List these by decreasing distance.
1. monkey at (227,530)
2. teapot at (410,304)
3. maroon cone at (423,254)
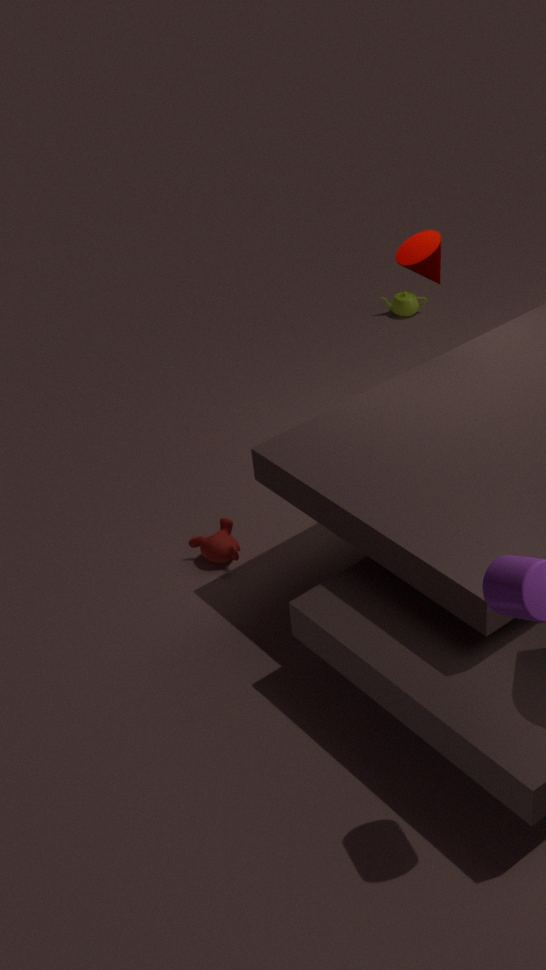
1. teapot at (410,304)
2. monkey at (227,530)
3. maroon cone at (423,254)
